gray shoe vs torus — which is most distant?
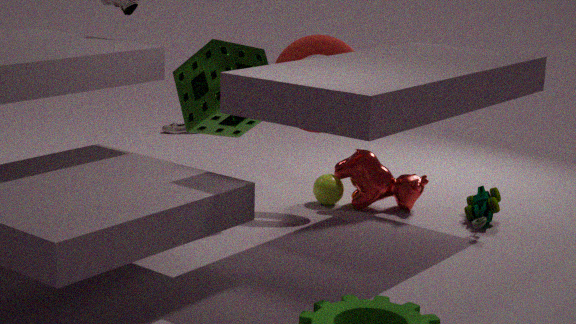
gray shoe
